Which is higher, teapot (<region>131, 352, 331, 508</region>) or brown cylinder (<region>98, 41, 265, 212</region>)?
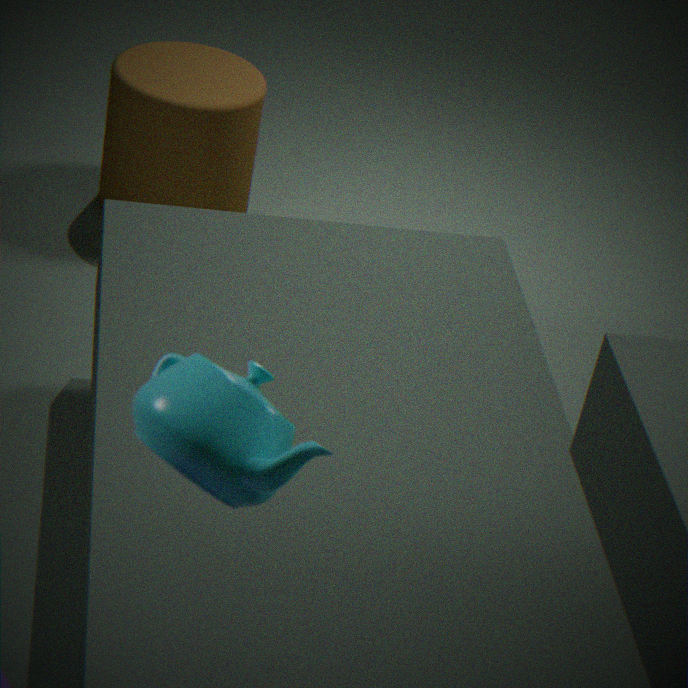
teapot (<region>131, 352, 331, 508</region>)
